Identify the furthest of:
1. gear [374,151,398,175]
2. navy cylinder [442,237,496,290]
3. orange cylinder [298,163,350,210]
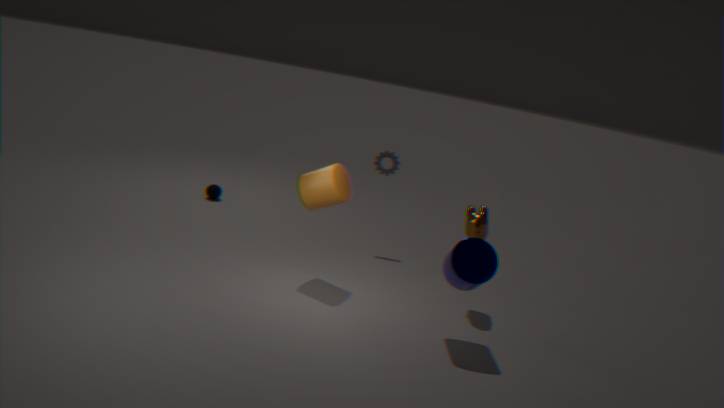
gear [374,151,398,175]
